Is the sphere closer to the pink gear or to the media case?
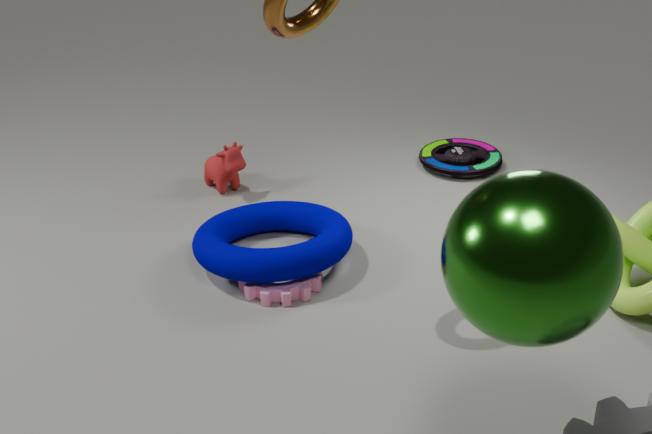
the pink gear
